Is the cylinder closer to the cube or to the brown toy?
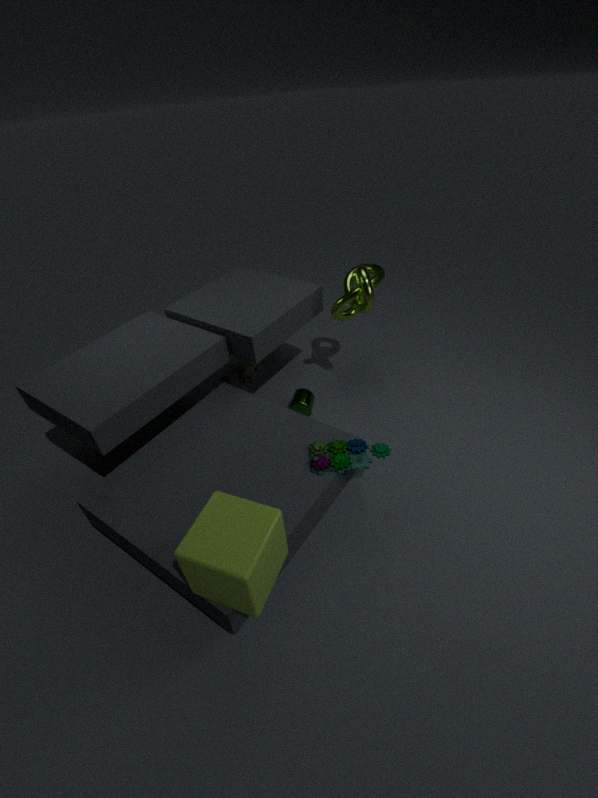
the brown toy
